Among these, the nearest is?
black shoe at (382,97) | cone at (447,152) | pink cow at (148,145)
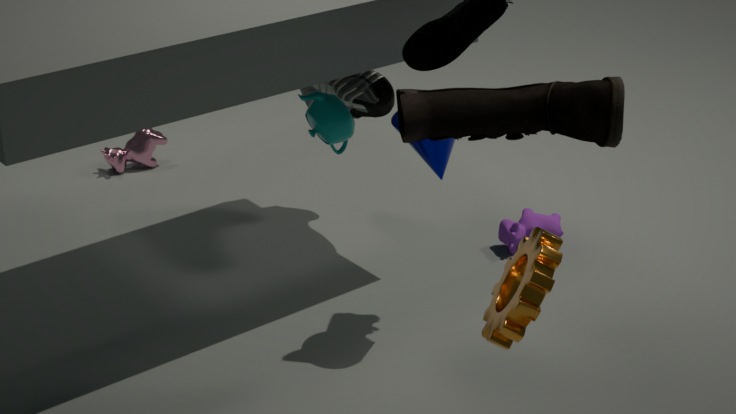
cone at (447,152)
